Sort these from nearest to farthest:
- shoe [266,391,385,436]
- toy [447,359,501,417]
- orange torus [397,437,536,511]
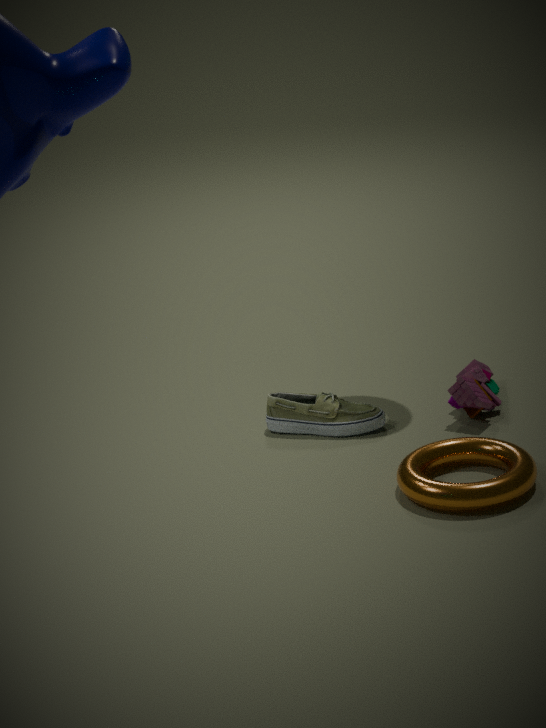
orange torus [397,437,536,511] < toy [447,359,501,417] < shoe [266,391,385,436]
